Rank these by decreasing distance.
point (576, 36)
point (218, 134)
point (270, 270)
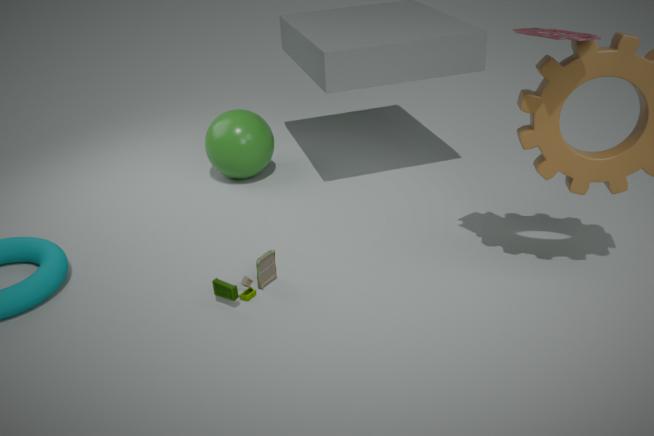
point (218, 134), point (270, 270), point (576, 36)
